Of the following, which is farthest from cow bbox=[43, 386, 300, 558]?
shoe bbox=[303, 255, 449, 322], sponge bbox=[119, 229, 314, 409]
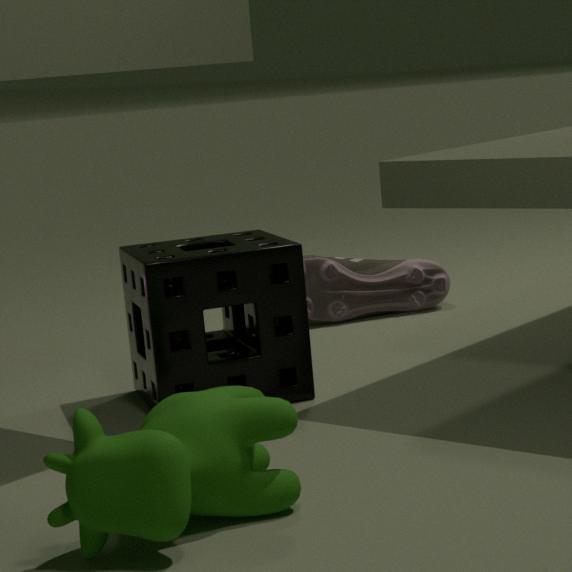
shoe bbox=[303, 255, 449, 322]
